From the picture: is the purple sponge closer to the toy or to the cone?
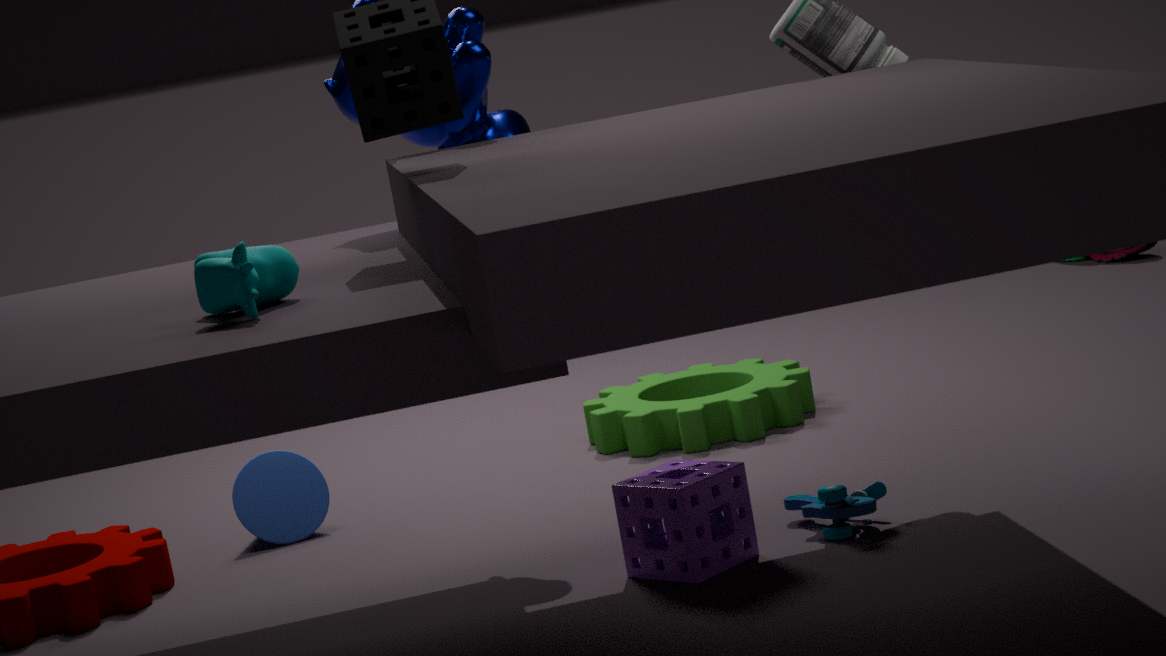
the toy
